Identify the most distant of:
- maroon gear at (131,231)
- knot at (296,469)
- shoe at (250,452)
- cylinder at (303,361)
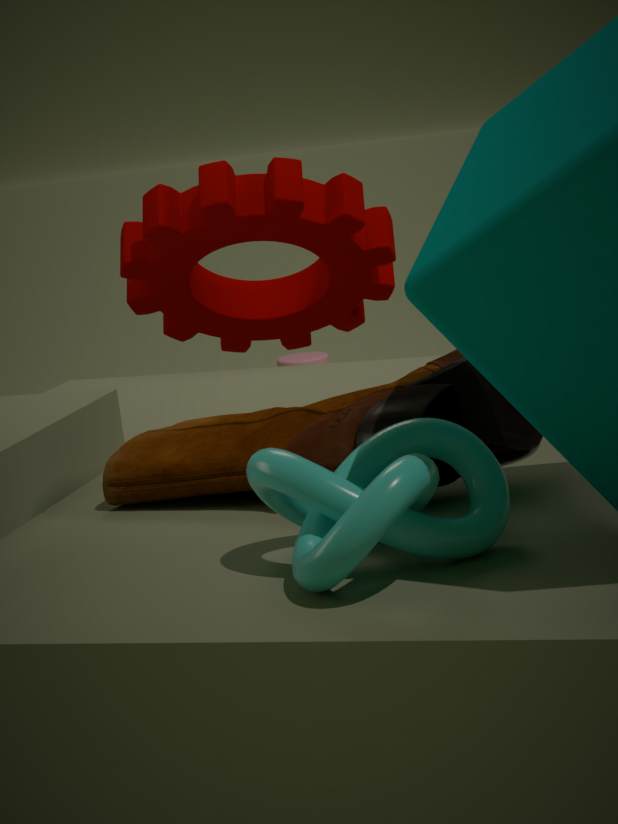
cylinder at (303,361)
